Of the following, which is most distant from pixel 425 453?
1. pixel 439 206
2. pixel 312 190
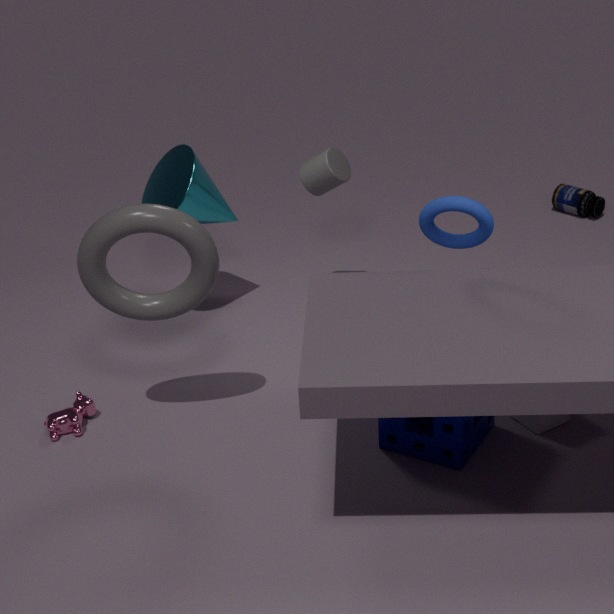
pixel 312 190
